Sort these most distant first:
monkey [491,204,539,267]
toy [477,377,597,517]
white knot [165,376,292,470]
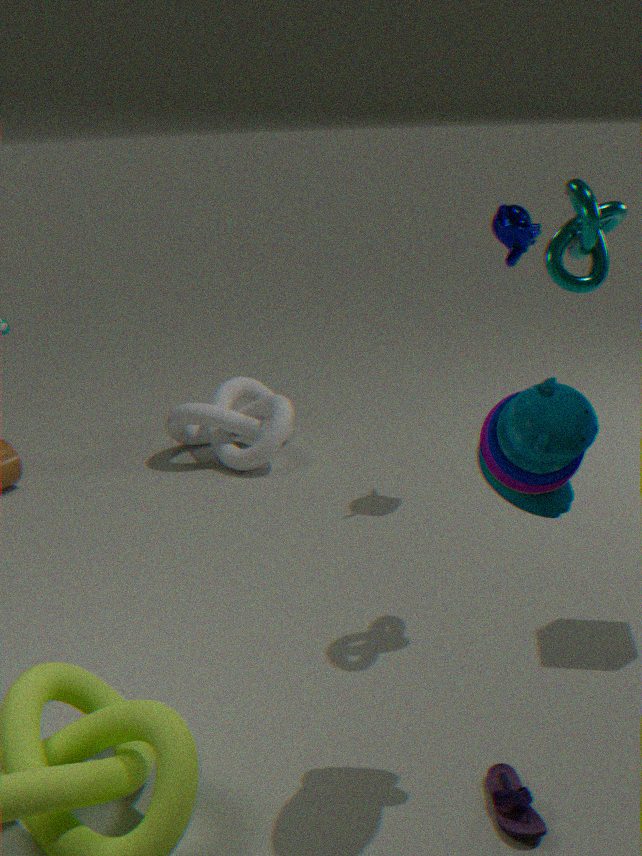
1. white knot [165,376,292,470]
2. monkey [491,204,539,267]
3. toy [477,377,597,517]
